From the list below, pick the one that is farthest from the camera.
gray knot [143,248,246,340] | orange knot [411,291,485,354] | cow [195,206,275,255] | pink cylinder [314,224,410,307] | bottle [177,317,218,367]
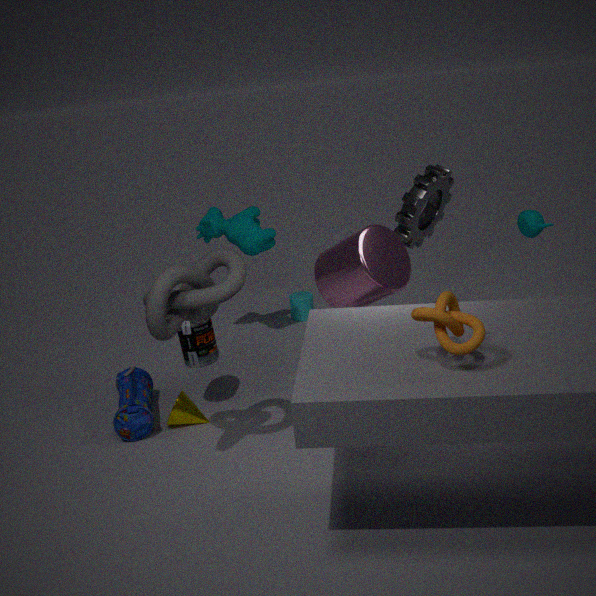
cow [195,206,275,255]
